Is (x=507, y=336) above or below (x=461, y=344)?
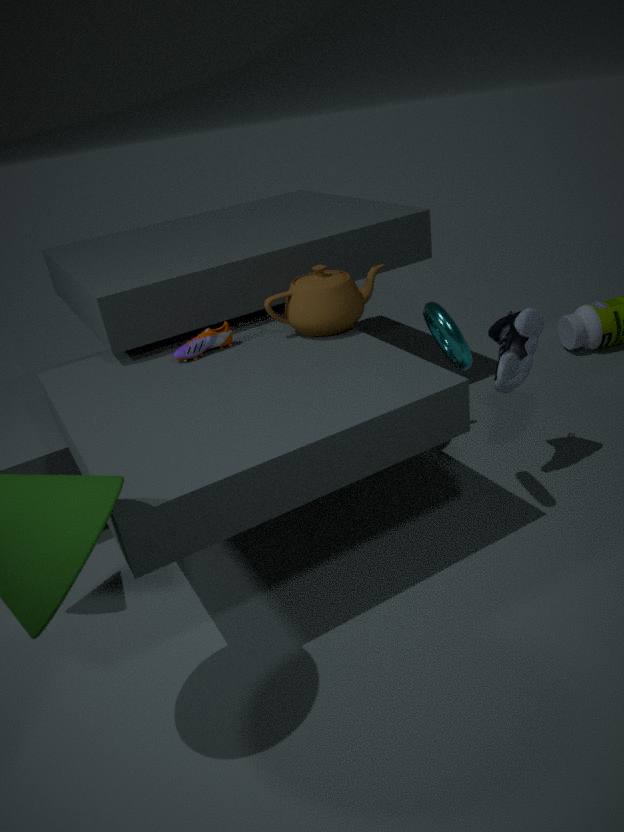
below
